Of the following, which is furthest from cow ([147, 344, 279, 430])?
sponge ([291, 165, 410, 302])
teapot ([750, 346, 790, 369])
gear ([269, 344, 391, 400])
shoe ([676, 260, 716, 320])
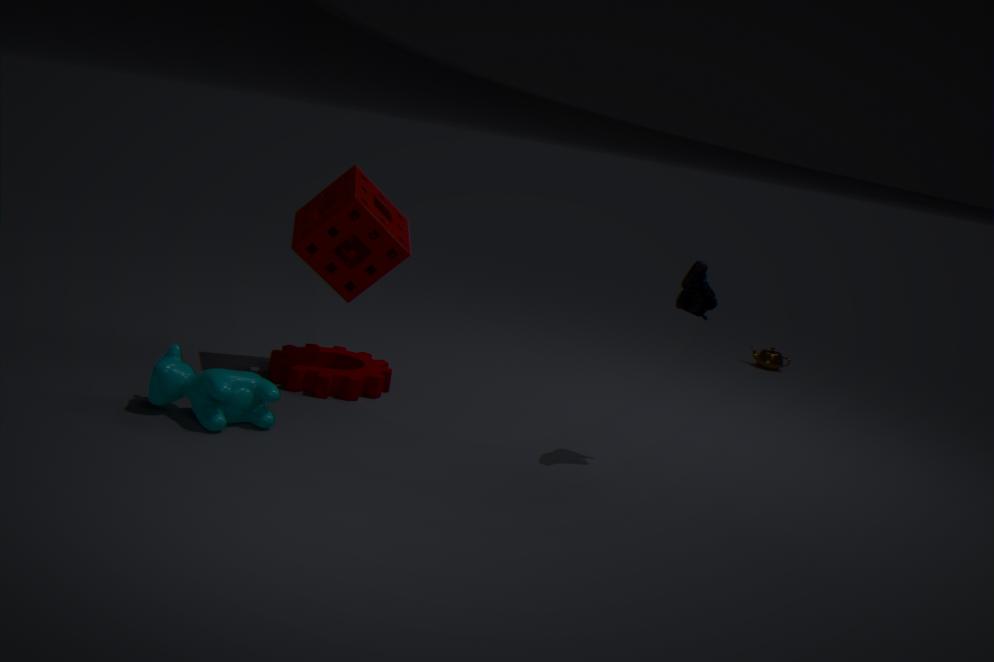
teapot ([750, 346, 790, 369])
